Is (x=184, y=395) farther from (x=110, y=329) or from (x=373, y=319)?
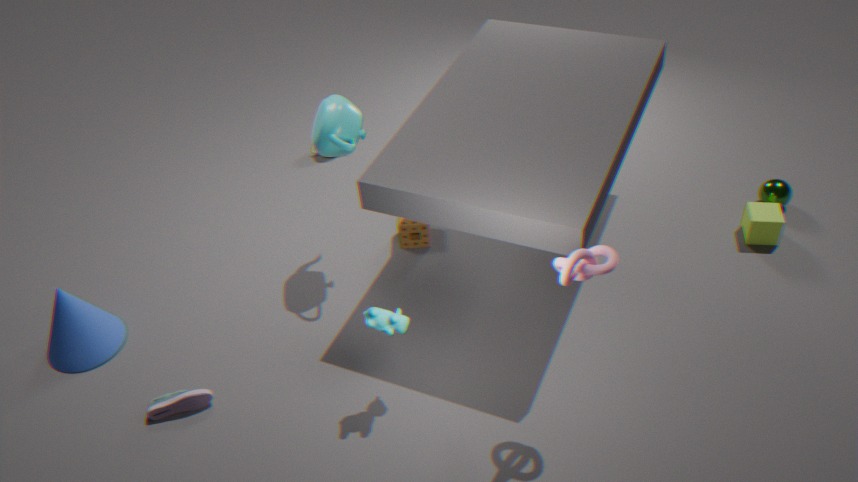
(x=373, y=319)
